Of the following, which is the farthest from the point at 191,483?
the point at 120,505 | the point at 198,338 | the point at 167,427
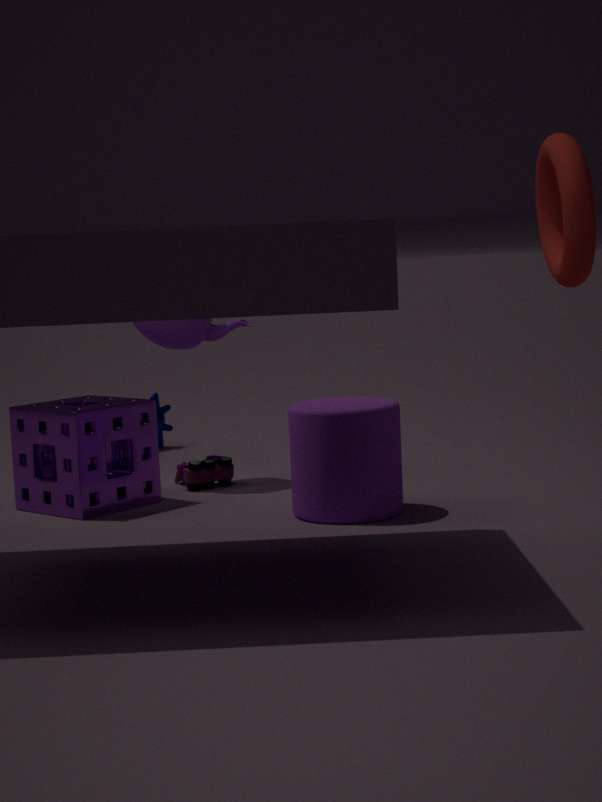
the point at 167,427
